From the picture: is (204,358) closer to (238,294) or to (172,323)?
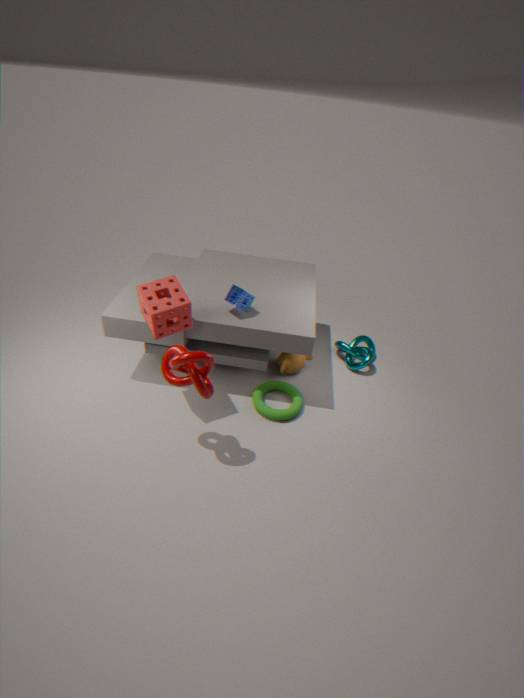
(172,323)
